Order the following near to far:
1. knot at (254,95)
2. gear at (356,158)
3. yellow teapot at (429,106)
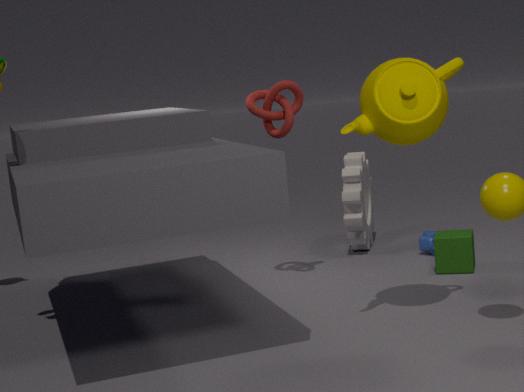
yellow teapot at (429,106) → knot at (254,95) → gear at (356,158)
